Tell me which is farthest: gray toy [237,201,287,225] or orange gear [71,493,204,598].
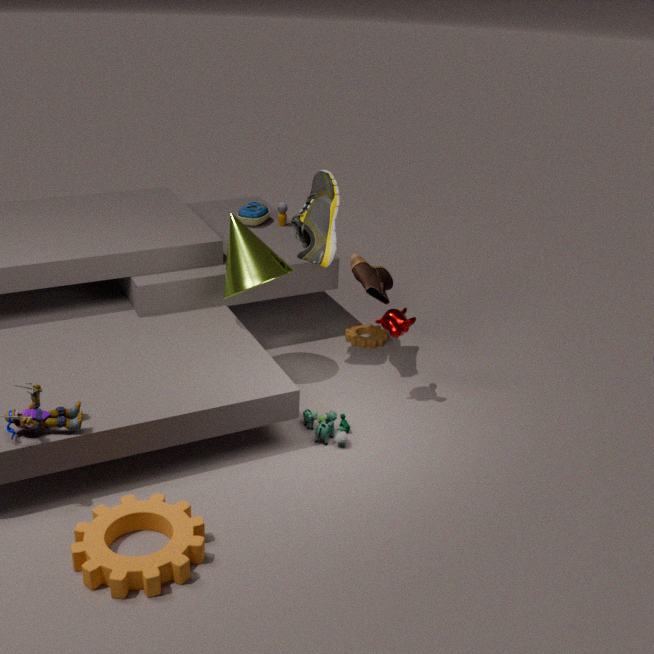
gray toy [237,201,287,225]
